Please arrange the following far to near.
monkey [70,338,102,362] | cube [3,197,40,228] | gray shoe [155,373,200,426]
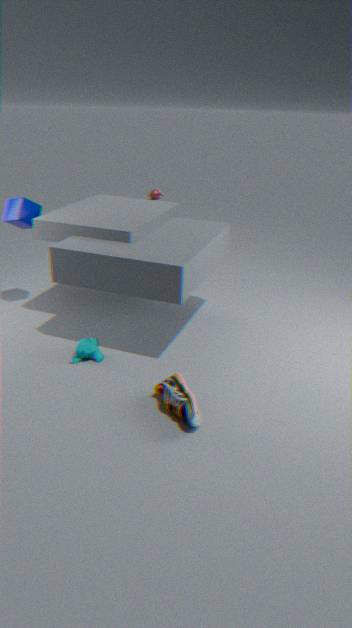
cube [3,197,40,228] < monkey [70,338,102,362] < gray shoe [155,373,200,426]
